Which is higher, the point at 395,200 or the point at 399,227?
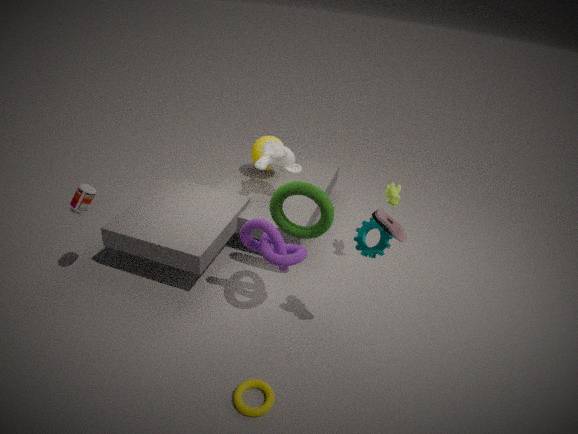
the point at 399,227
